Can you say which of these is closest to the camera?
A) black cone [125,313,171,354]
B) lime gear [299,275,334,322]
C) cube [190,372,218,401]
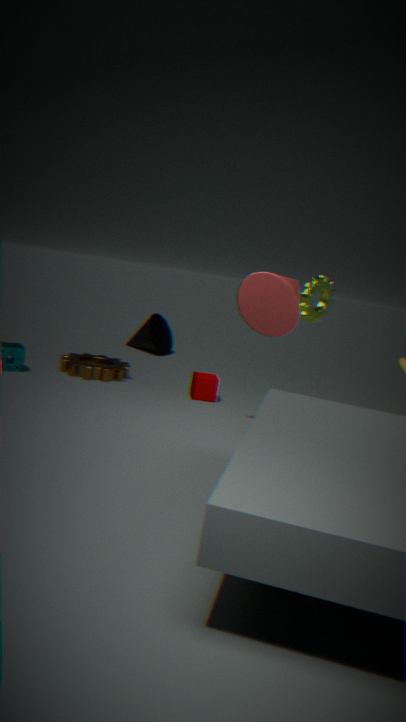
lime gear [299,275,334,322]
